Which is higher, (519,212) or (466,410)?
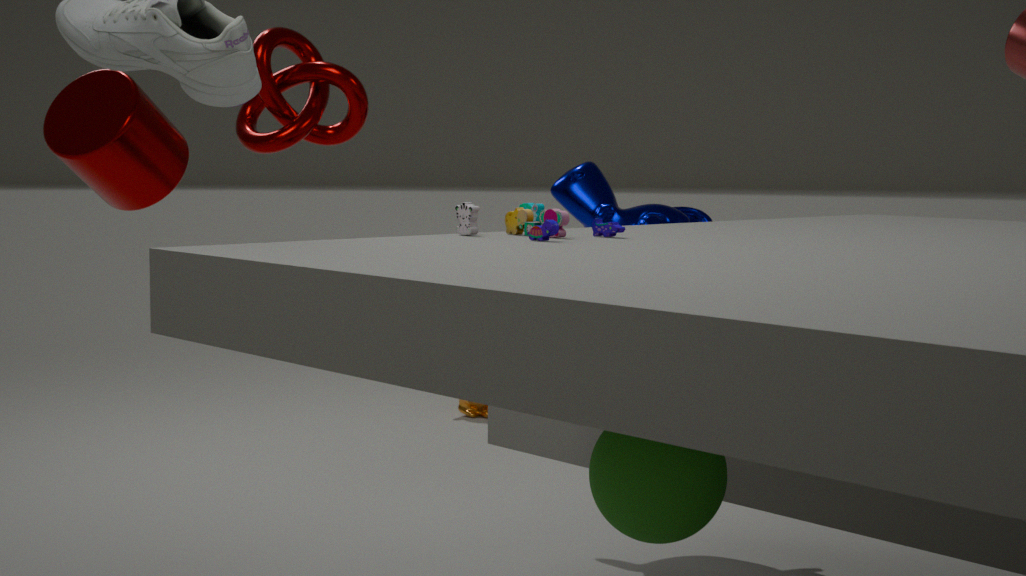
(519,212)
